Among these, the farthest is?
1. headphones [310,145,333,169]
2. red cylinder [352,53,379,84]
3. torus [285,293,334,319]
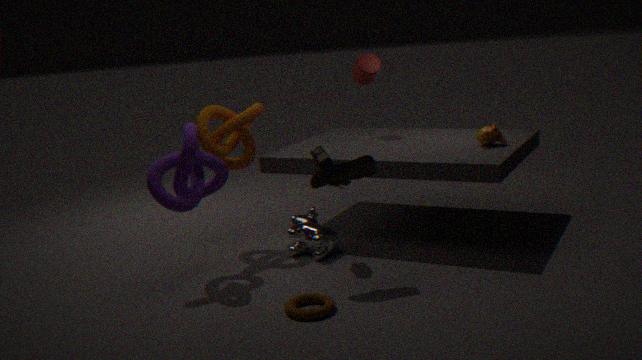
red cylinder [352,53,379,84]
